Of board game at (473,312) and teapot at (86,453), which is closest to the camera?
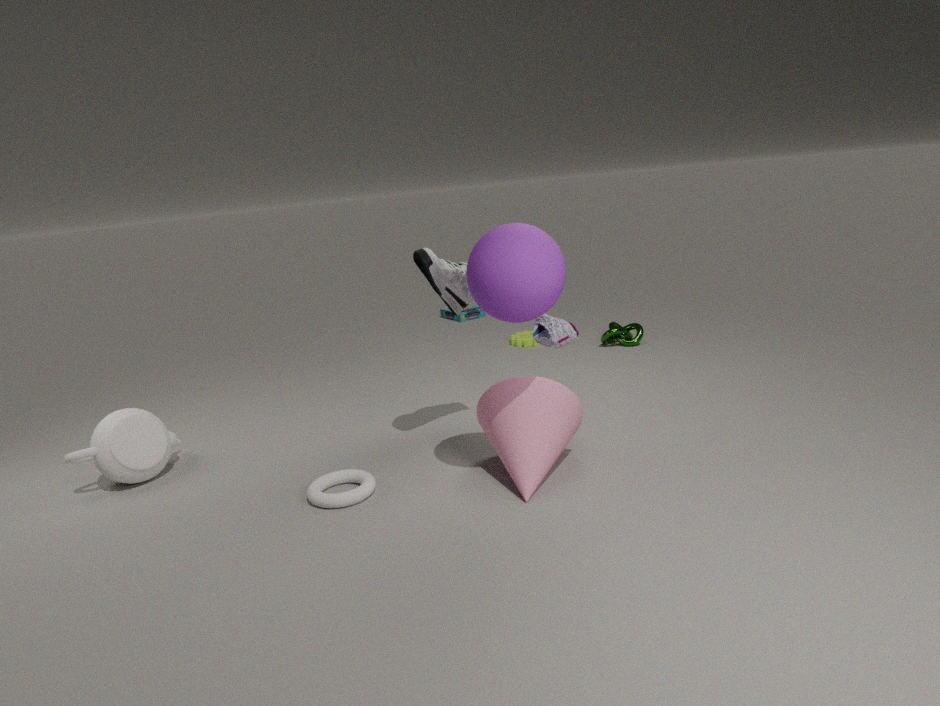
teapot at (86,453)
